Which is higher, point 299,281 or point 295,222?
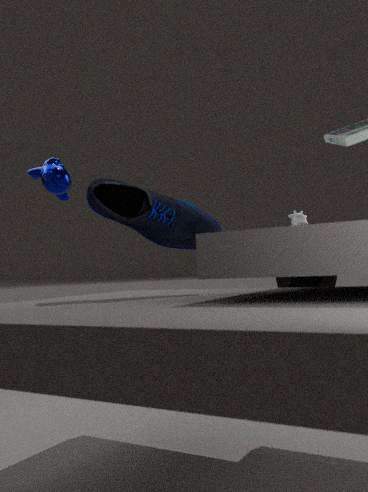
point 295,222
